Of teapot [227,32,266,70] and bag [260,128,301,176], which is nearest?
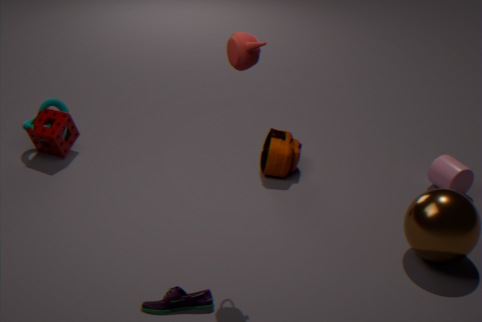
teapot [227,32,266,70]
